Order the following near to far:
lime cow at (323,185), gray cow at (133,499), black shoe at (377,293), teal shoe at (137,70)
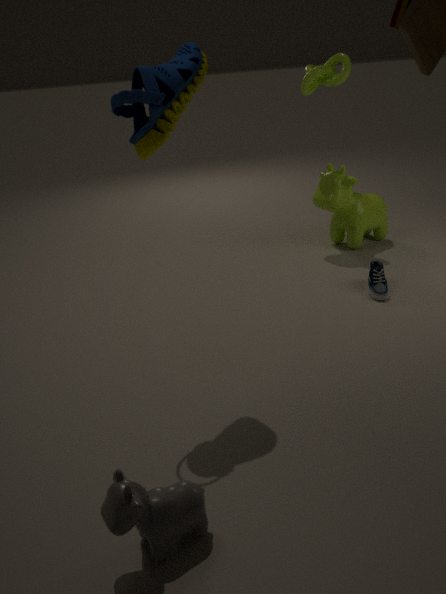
1. gray cow at (133,499)
2. teal shoe at (137,70)
3. black shoe at (377,293)
4. lime cow at (323,185)
